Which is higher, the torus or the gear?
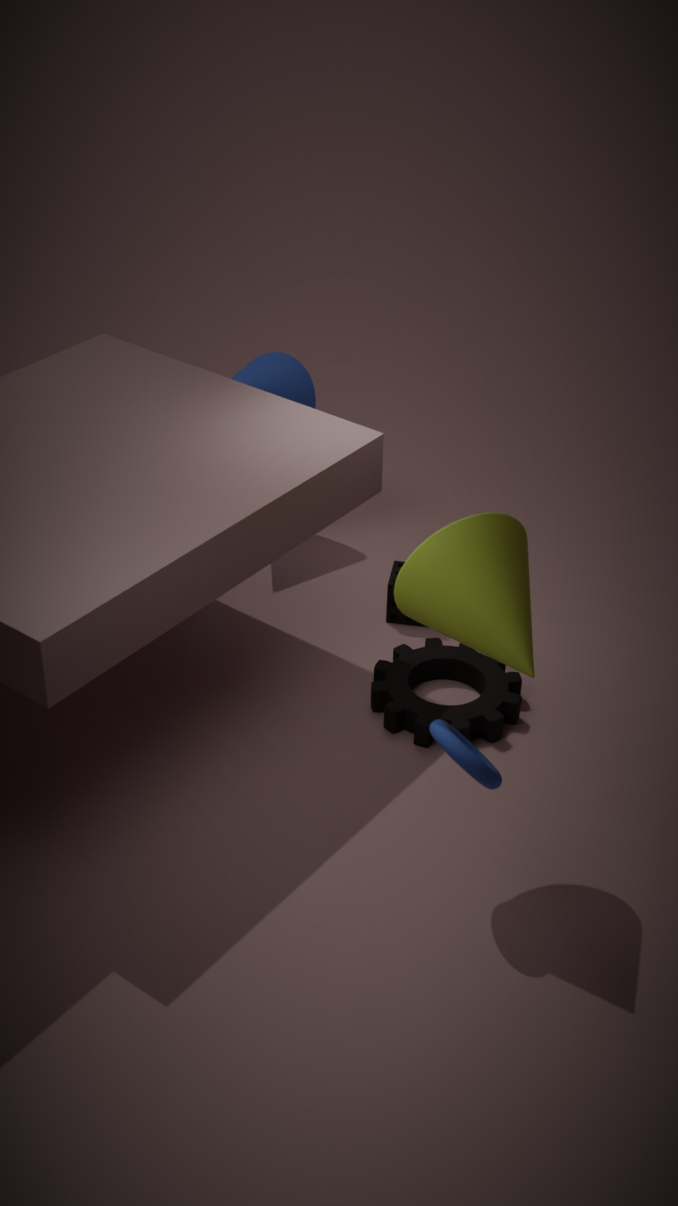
the torus
